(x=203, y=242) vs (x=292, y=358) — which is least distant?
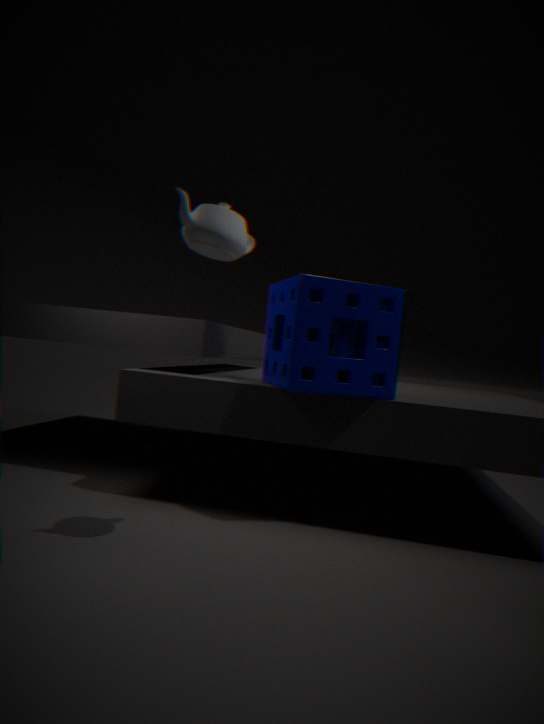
(x=203, y=242)
